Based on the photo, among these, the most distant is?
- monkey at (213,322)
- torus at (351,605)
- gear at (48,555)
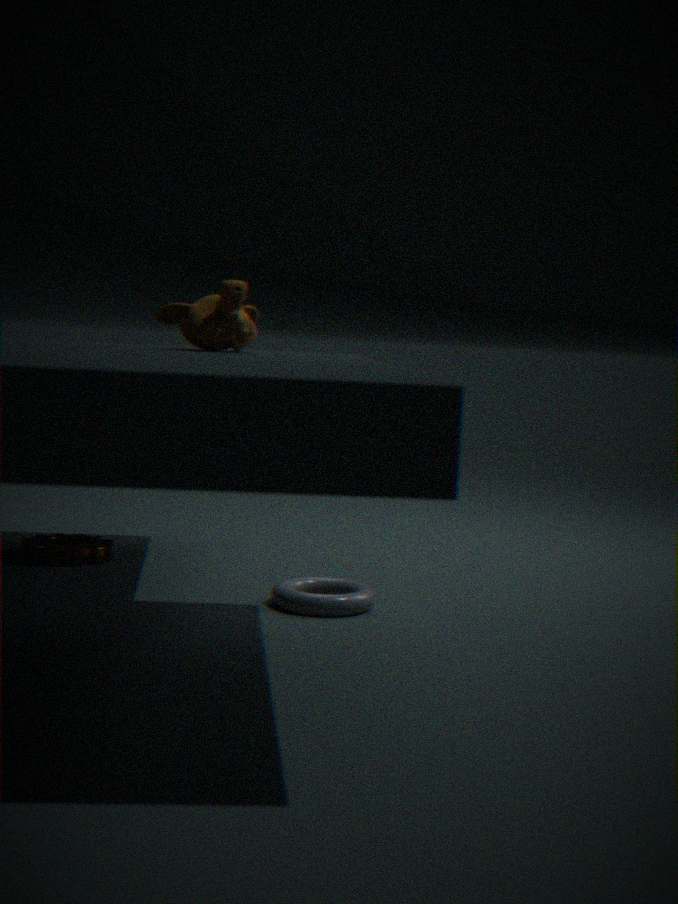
gear at (48,555)
